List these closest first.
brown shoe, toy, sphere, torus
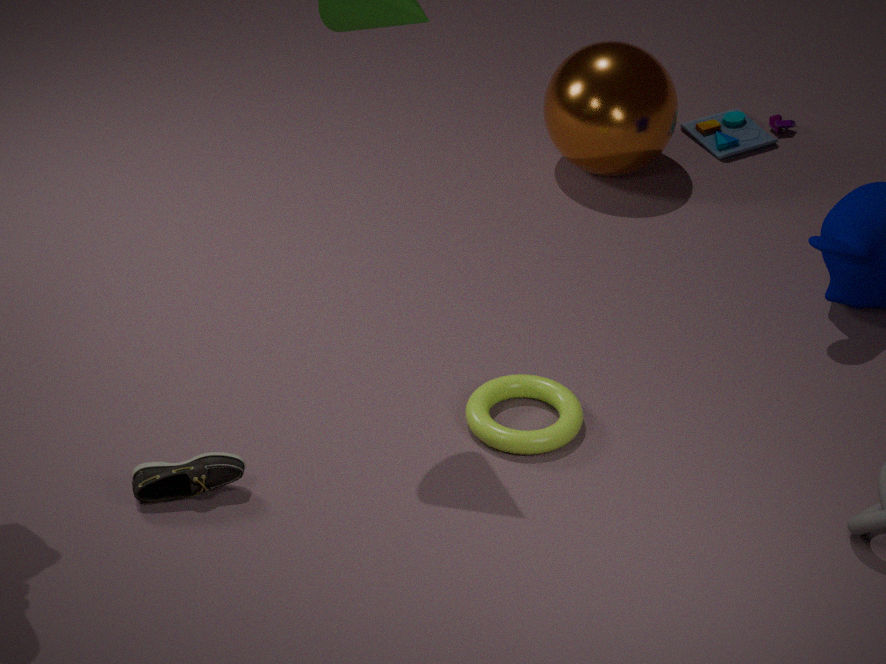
brown shoe
torus
sphere
toy
